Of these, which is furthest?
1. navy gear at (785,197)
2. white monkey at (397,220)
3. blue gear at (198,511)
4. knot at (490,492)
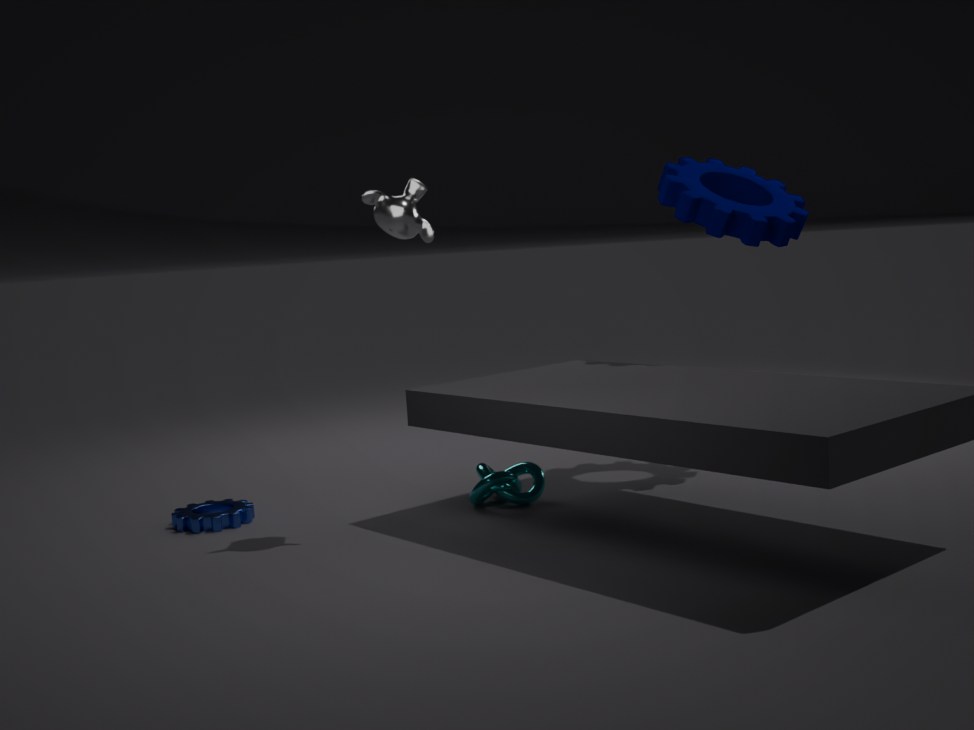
navy gear at (785,197)
